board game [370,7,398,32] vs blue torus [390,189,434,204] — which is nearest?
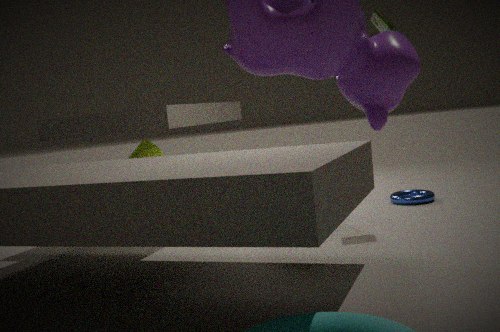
board game [370,7,398,32]
